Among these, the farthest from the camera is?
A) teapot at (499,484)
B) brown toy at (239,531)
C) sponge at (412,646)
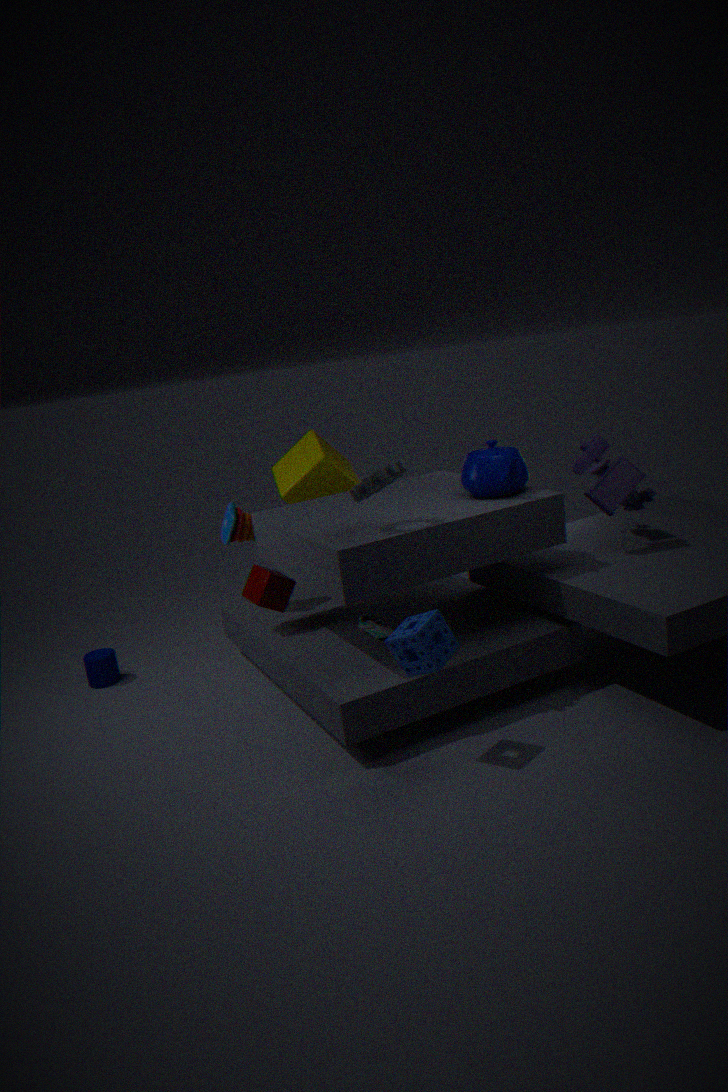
brown toy at (239,531)
